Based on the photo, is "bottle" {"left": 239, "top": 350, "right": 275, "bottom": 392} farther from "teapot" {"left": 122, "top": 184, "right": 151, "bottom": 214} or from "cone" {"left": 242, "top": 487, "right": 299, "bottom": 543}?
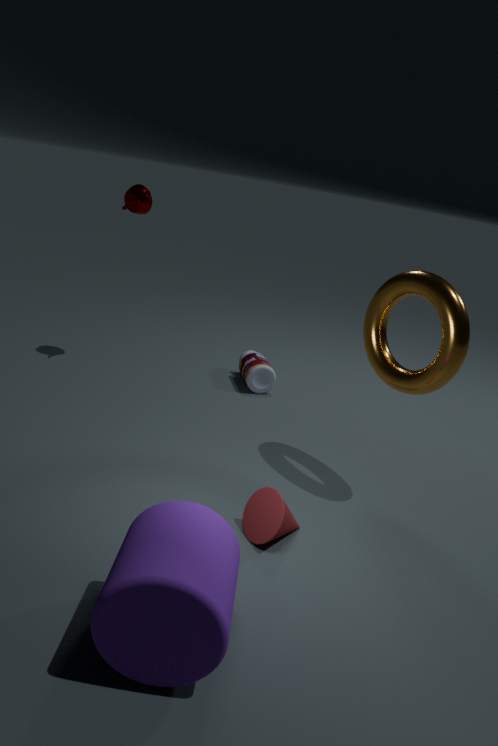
"cone" {"left": 242, "top": 487, "right": 299, "bottom": 543}
